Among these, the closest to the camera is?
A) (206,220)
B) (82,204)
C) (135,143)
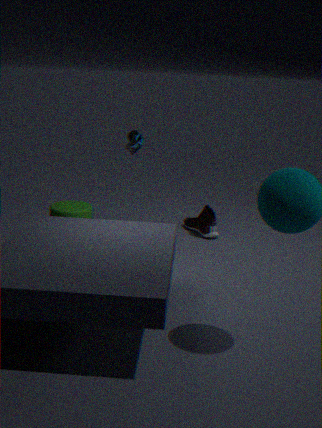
(135,143)
